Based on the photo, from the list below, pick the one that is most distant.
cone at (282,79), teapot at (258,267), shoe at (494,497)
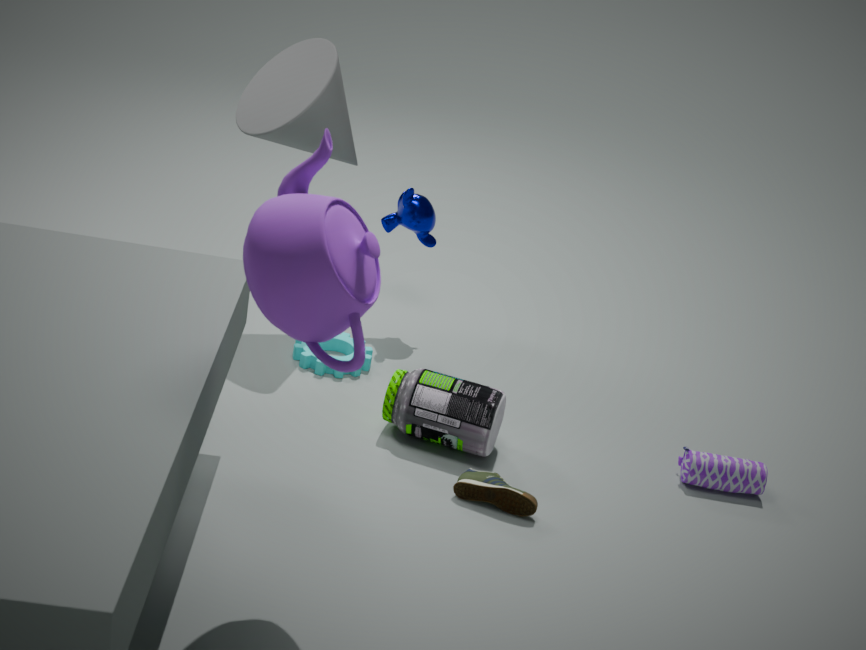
cone at (282,79)
